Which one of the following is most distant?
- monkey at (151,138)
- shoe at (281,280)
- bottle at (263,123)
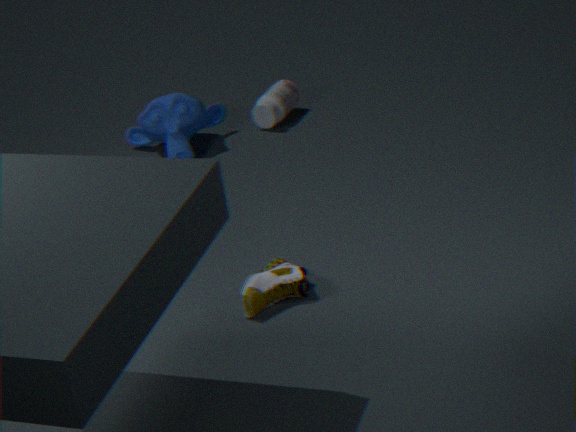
bottle at (263,123)
